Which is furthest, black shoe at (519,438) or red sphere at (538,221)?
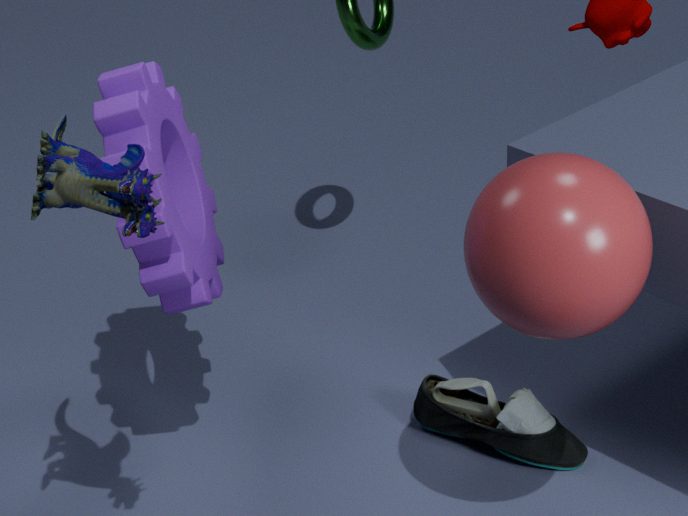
black shoe at (519,438)
